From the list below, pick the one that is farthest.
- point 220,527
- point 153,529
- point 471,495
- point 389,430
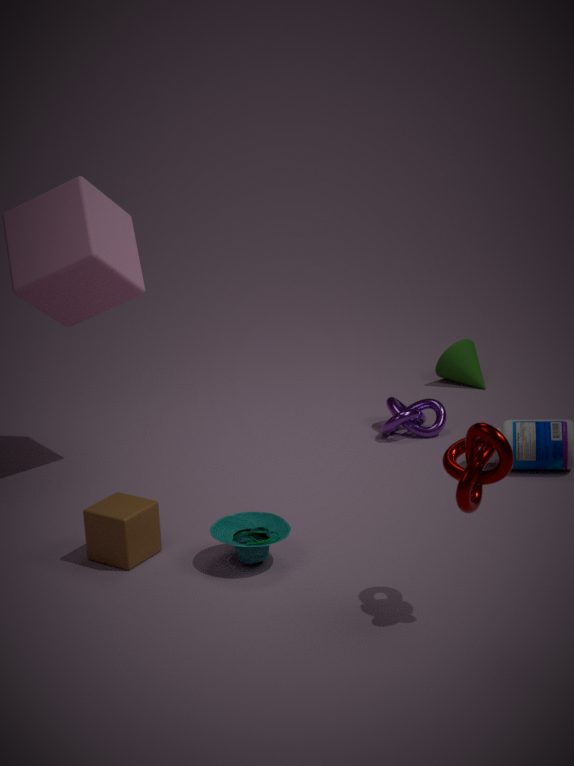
point 389,430
